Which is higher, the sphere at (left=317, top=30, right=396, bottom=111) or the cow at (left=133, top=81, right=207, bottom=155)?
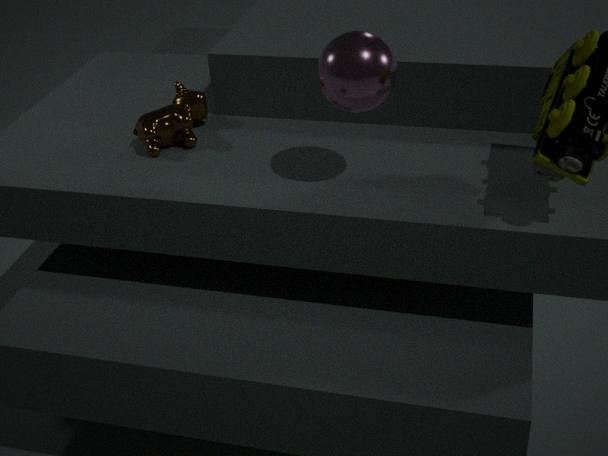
the sphere at (left=317, top=30, right=396, bottom=111)
